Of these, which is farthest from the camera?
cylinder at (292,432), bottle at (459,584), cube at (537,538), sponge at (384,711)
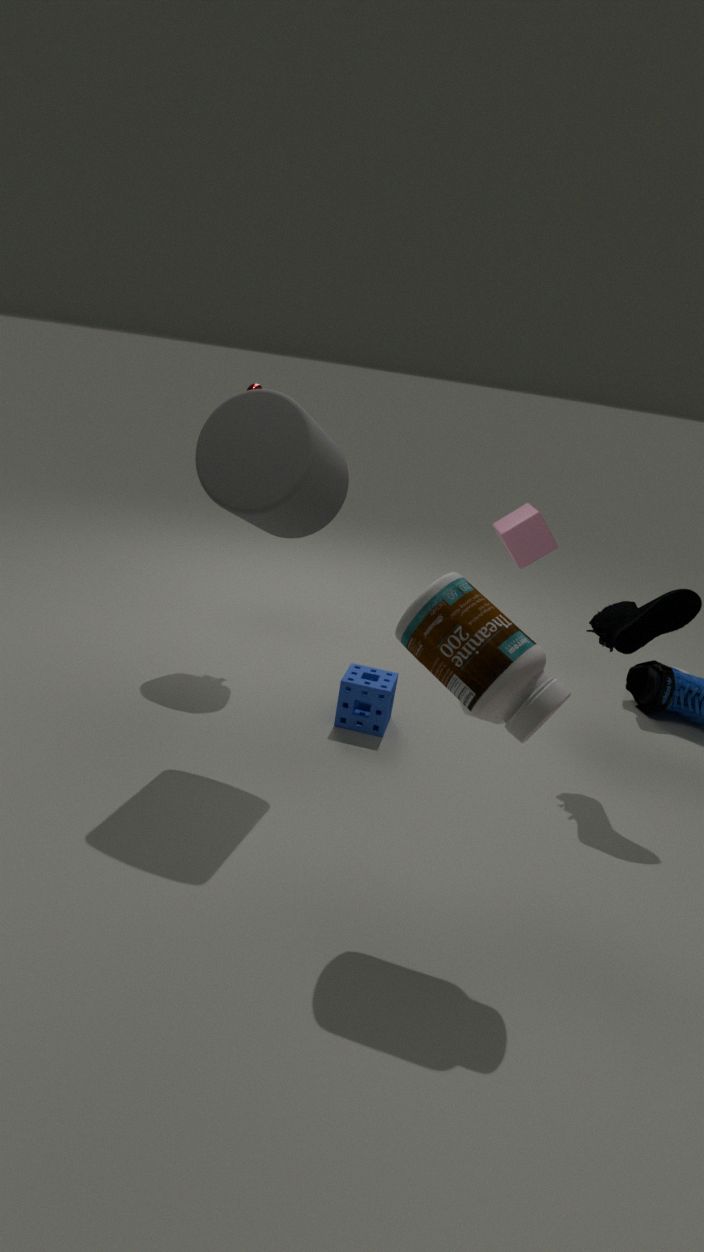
cube at (537,538)
